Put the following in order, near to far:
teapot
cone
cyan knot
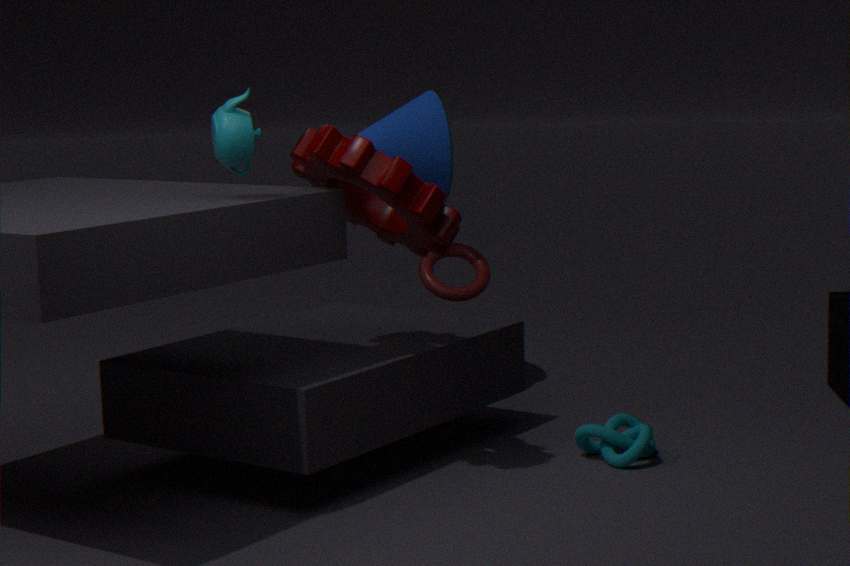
teapot → cyan knot → cone
